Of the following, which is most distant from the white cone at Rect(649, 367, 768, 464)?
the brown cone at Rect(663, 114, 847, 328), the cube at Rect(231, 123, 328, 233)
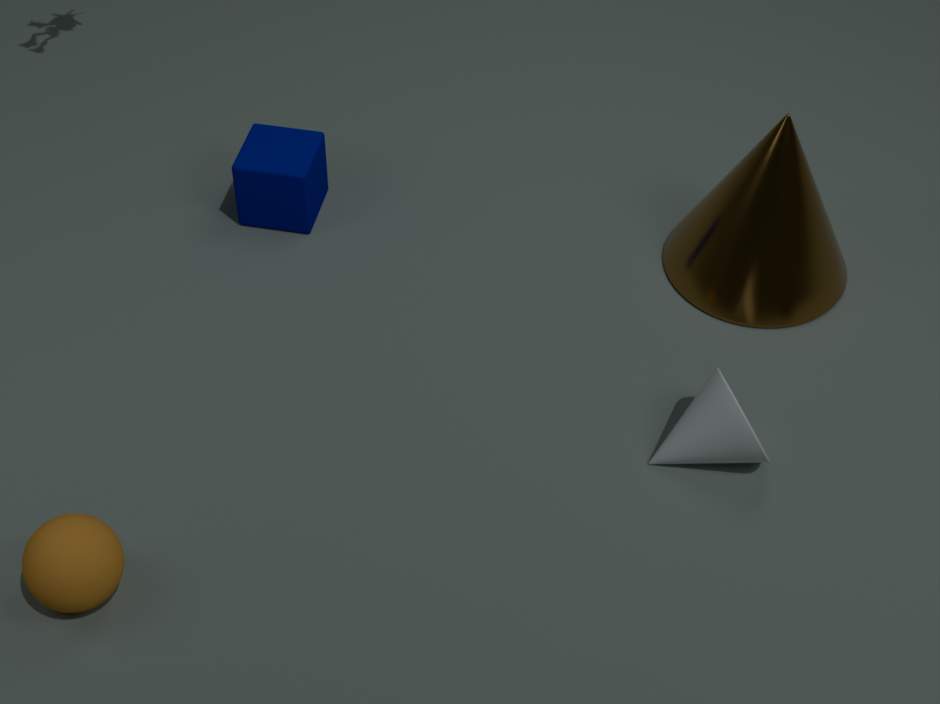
the cube at Rect(231, 123, 328, 233)
